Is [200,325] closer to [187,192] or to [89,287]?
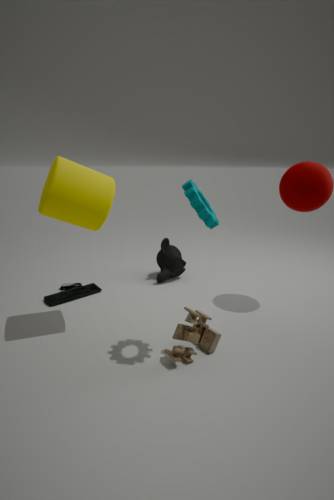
[187,192]
